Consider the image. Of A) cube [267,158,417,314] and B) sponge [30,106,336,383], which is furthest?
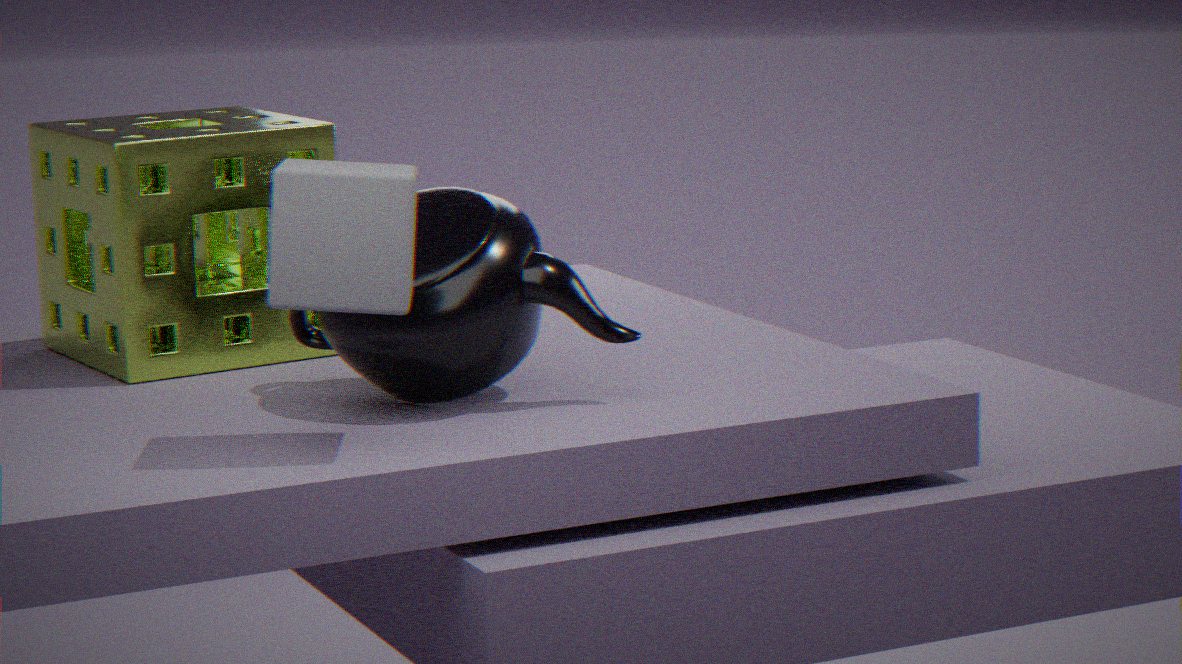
B. sponge [30,106,336,383]
